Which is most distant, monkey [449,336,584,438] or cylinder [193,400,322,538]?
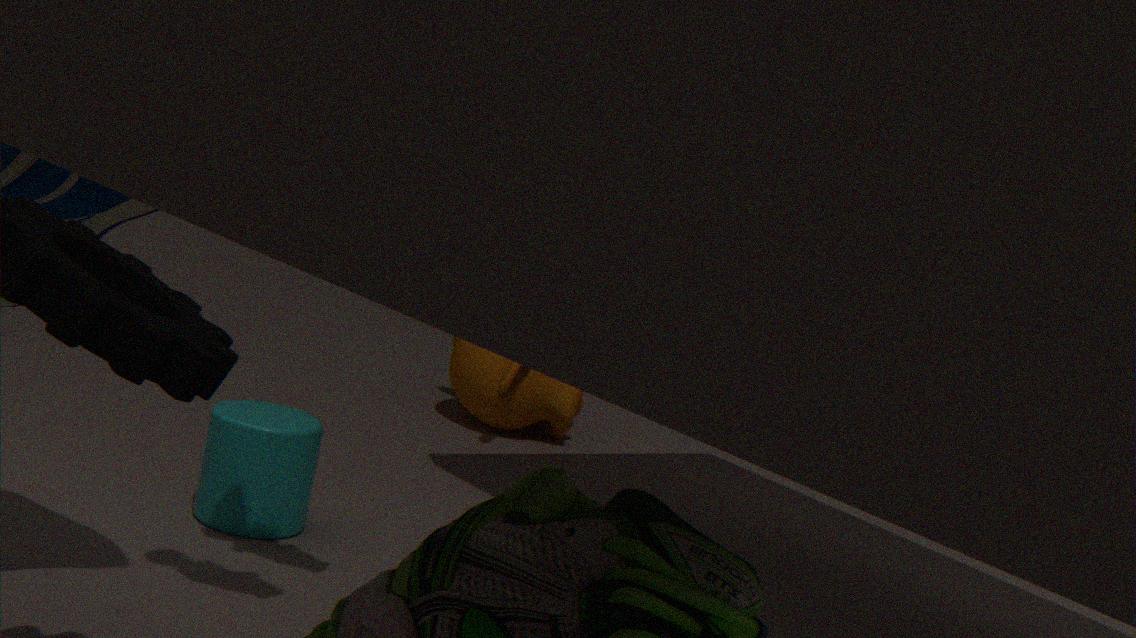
monkey [449,336,584,438]
